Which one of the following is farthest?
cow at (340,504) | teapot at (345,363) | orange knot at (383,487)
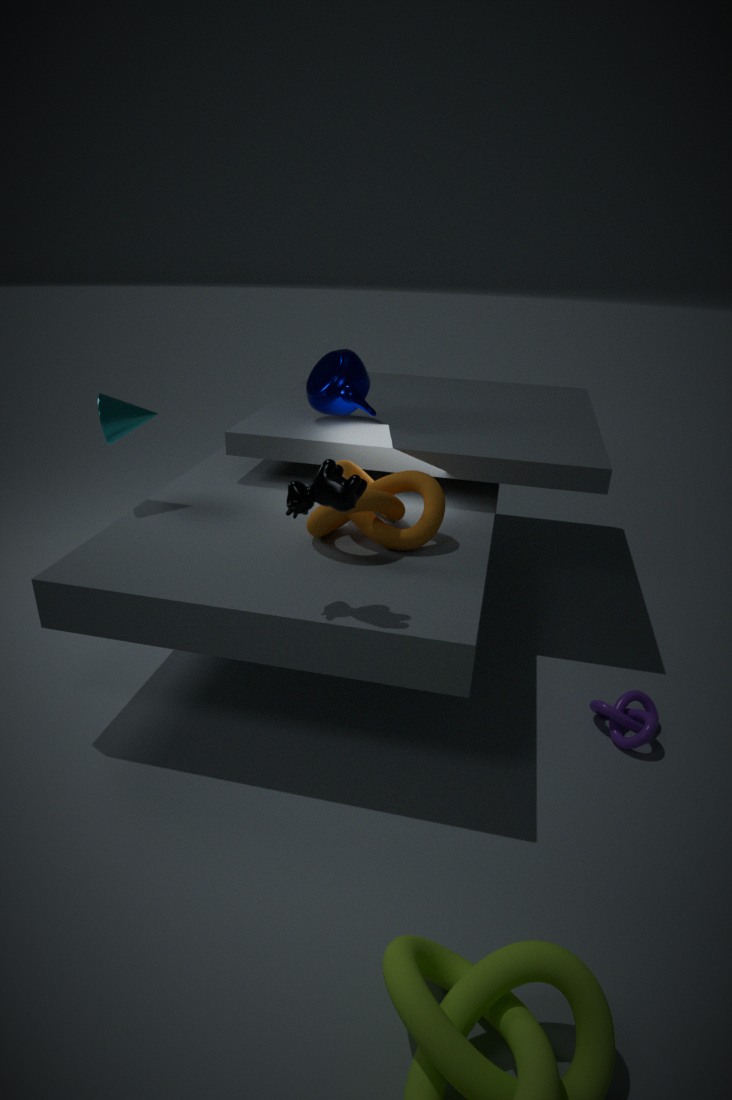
teapot at (345,363)
